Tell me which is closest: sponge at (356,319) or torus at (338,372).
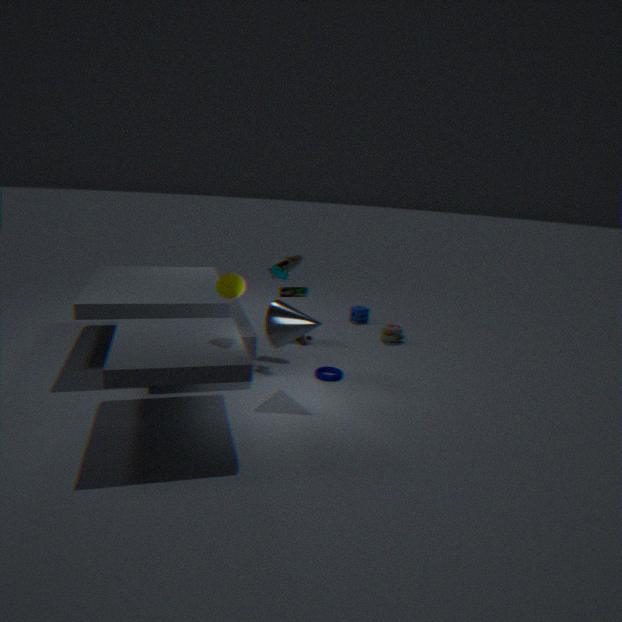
torus at (338,372)
